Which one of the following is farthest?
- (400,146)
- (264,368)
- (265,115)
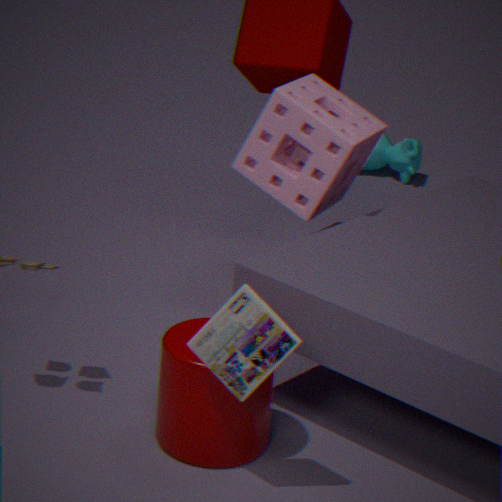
(400,146)
